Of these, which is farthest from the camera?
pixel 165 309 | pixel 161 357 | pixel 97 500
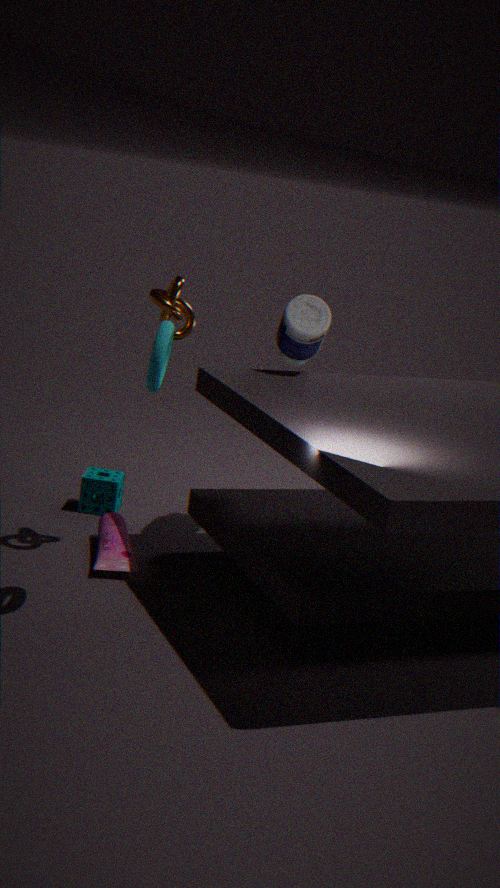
pixel 97 500
